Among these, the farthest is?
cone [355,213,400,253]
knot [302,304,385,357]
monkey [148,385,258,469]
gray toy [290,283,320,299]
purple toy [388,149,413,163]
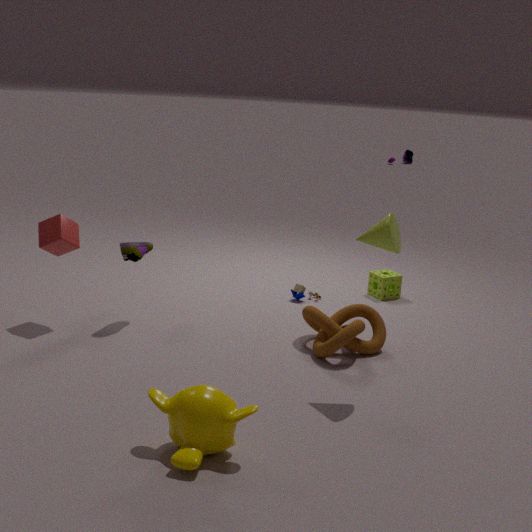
purple toy [388,149,413,163]
